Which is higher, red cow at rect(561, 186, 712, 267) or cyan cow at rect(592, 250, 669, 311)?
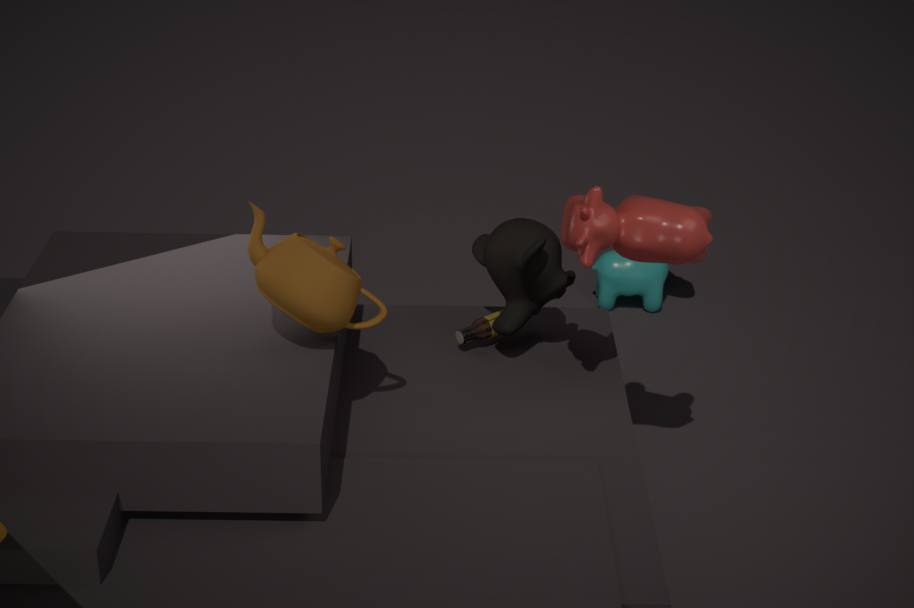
red cow at rect(561, 186, 712, 267)
